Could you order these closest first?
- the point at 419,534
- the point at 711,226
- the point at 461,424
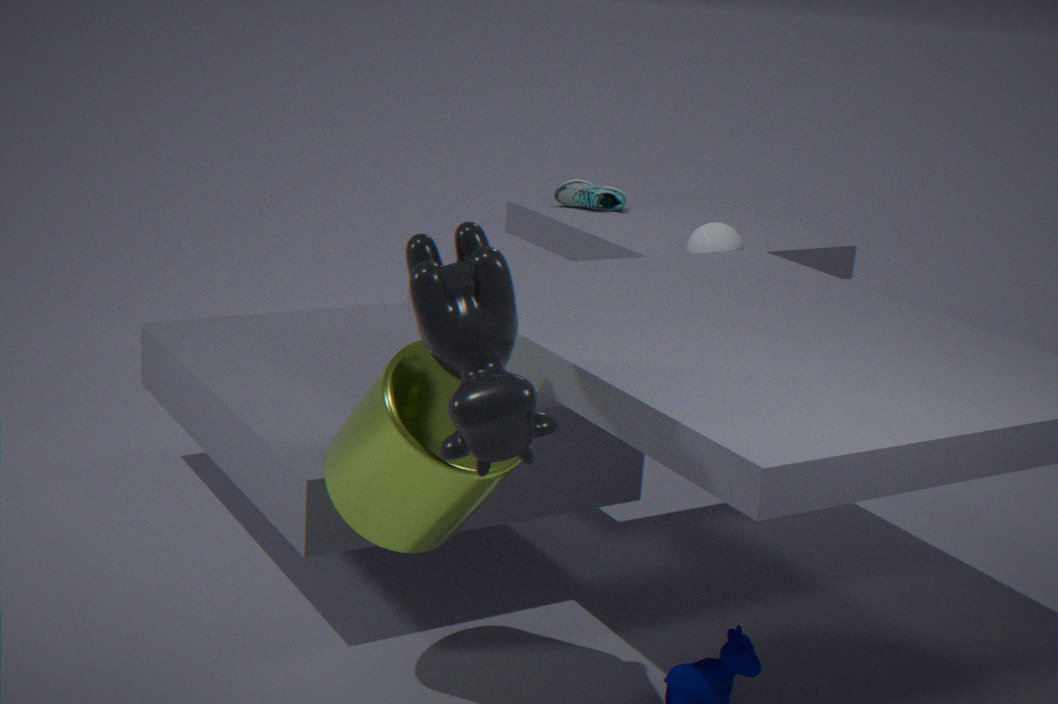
the point at 461,424
the point at 419,534
the point at 711,226
